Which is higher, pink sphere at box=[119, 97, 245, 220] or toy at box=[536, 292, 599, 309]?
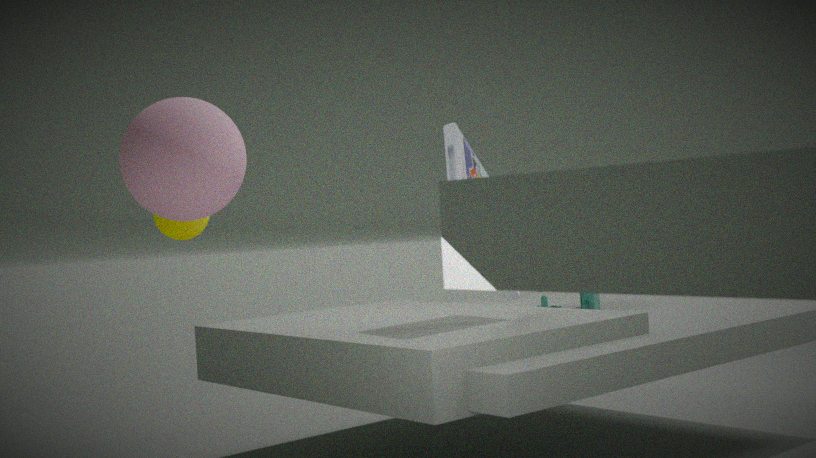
pink sphere at box=[119, 97, 245, 220]
